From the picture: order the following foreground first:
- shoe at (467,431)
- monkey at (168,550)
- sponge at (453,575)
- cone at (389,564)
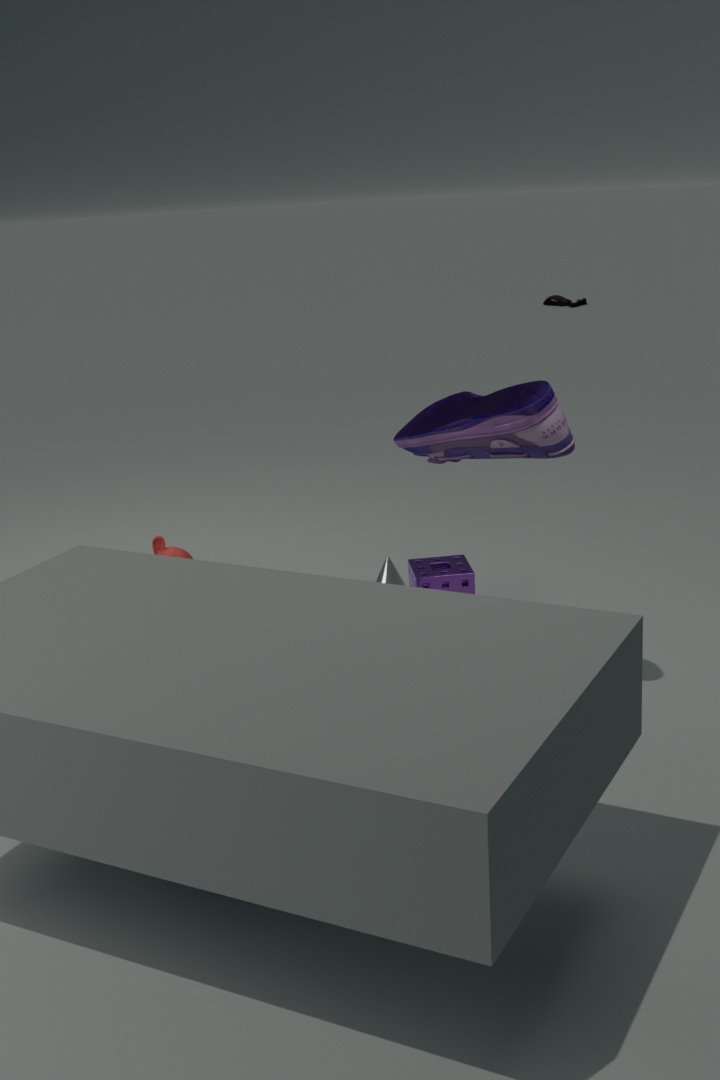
shoe at (467,431)
cone at (389,564)
sponge at (453,575)
monkey at (168,550)
